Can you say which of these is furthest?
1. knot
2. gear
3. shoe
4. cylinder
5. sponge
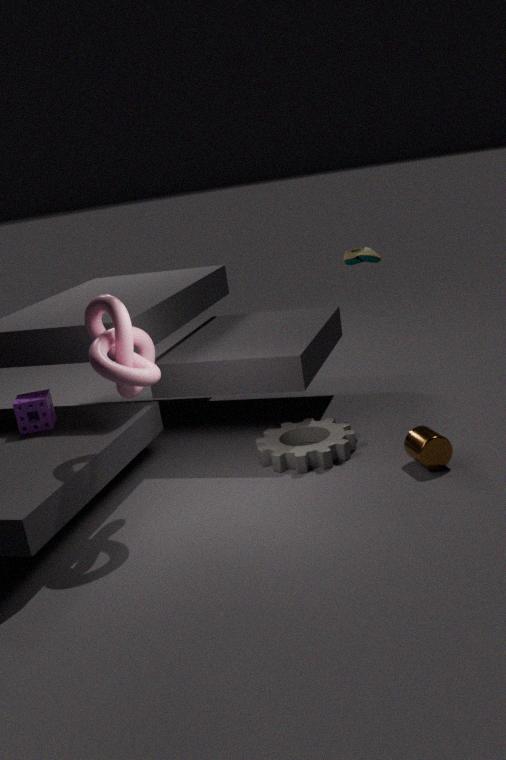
shoe
